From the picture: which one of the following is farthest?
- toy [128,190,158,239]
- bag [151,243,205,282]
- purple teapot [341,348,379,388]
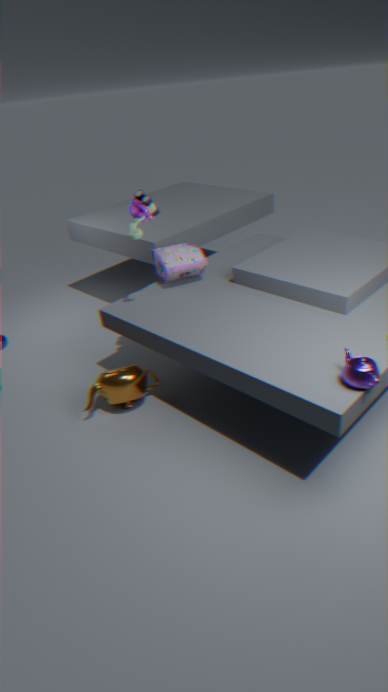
bag [151,243,205,282]
